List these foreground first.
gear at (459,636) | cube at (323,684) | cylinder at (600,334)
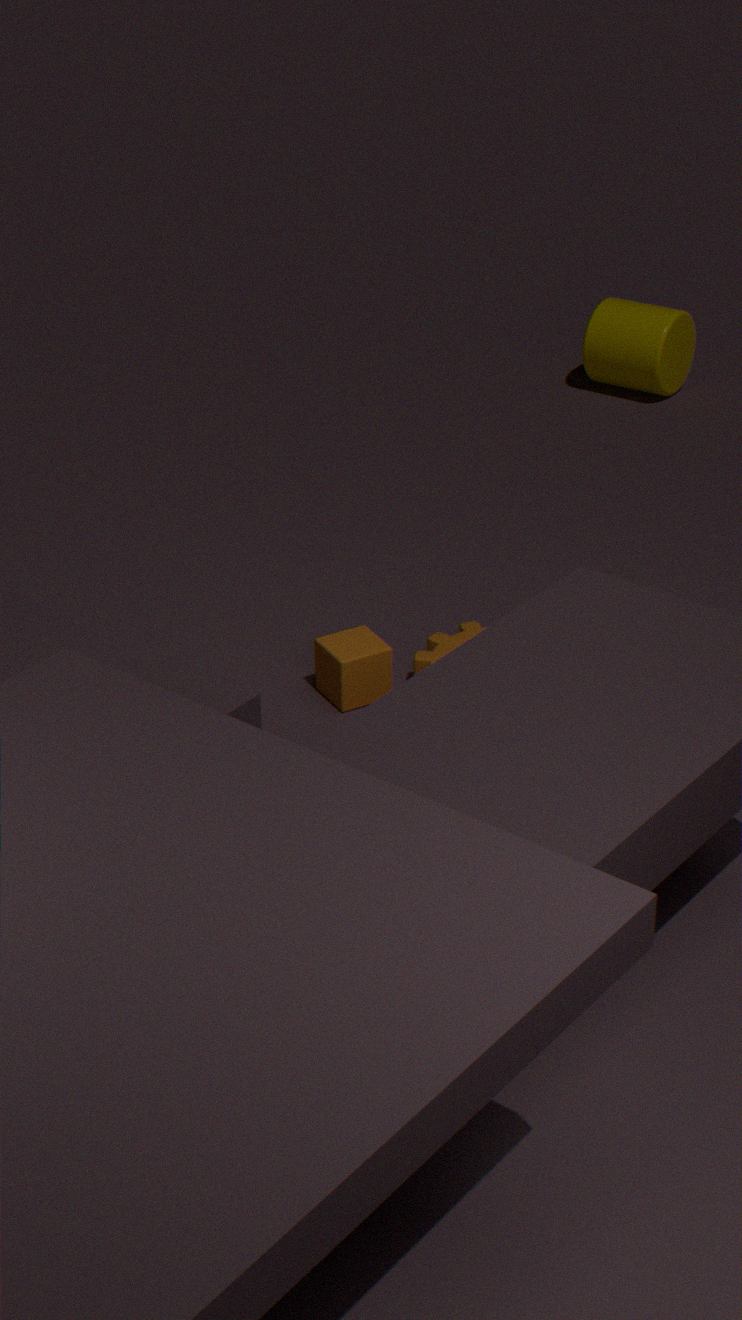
cube at (323,684) < gear at (459,636) < cylinder at (600,334)
